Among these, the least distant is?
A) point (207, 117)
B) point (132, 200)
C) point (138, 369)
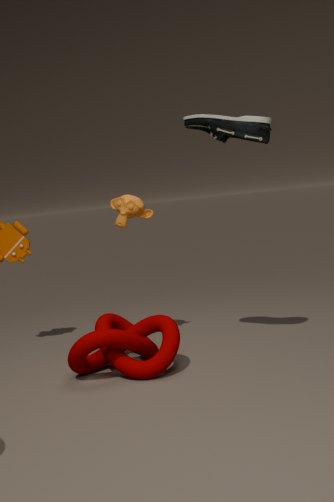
point (138, 369)
